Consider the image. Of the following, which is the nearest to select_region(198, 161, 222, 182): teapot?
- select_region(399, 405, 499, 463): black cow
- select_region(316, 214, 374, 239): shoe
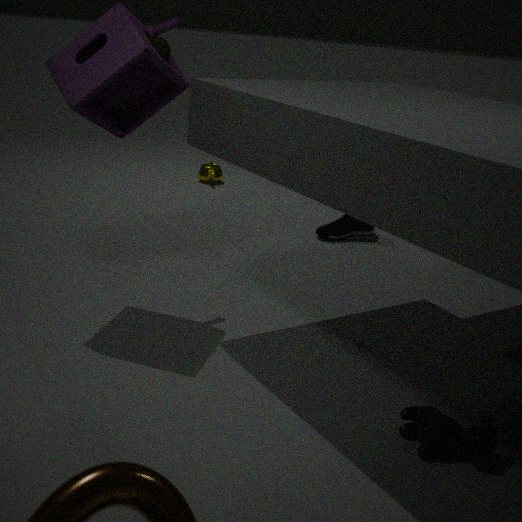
select_region(316, 214, 374, 239): shoe
